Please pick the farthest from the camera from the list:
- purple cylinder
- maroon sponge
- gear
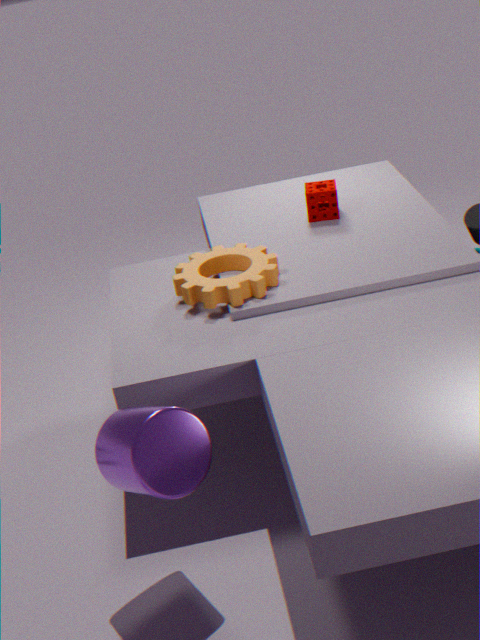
maroon sponge
